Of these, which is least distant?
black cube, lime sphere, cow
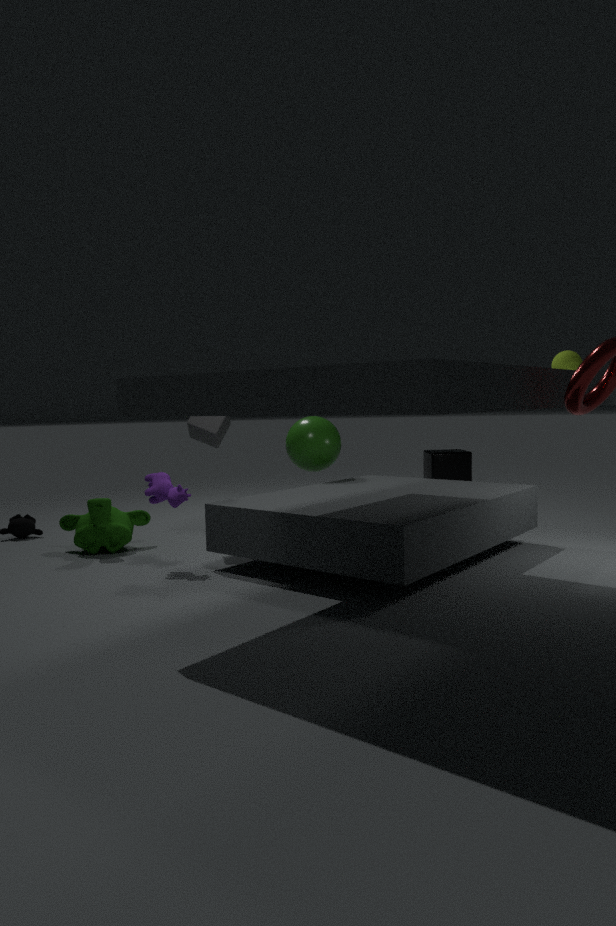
cow
